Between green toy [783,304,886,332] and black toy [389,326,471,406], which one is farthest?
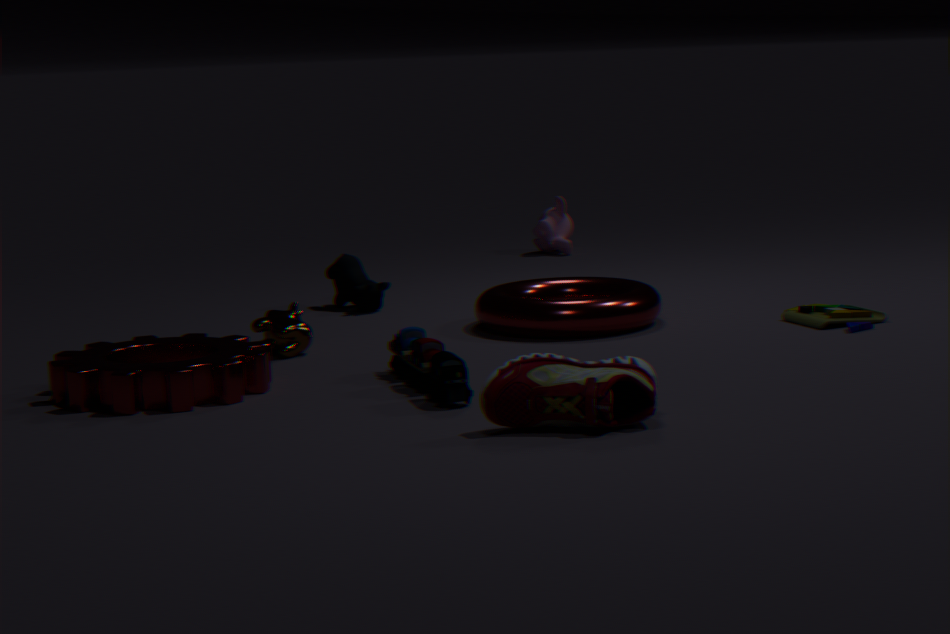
green toy [783,304,886,332]
